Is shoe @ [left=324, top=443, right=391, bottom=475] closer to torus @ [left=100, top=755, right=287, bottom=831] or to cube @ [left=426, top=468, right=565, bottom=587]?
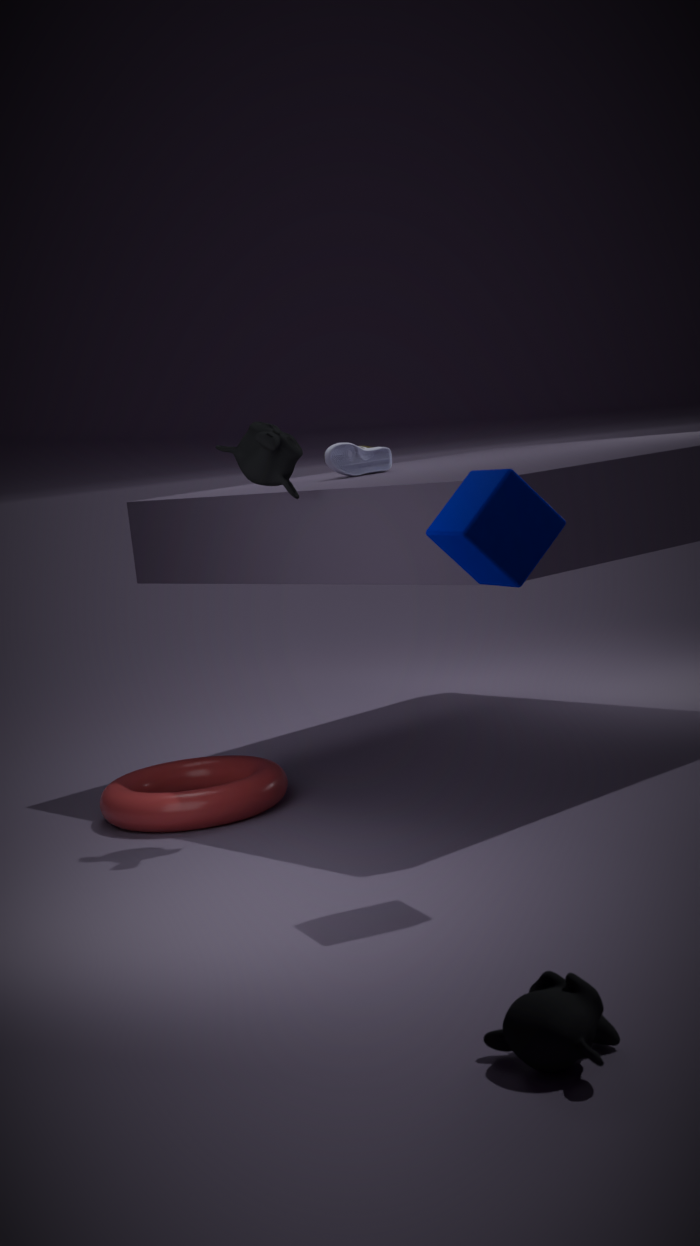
torus @ [left=100, top=755, right=287, bottom=831]
